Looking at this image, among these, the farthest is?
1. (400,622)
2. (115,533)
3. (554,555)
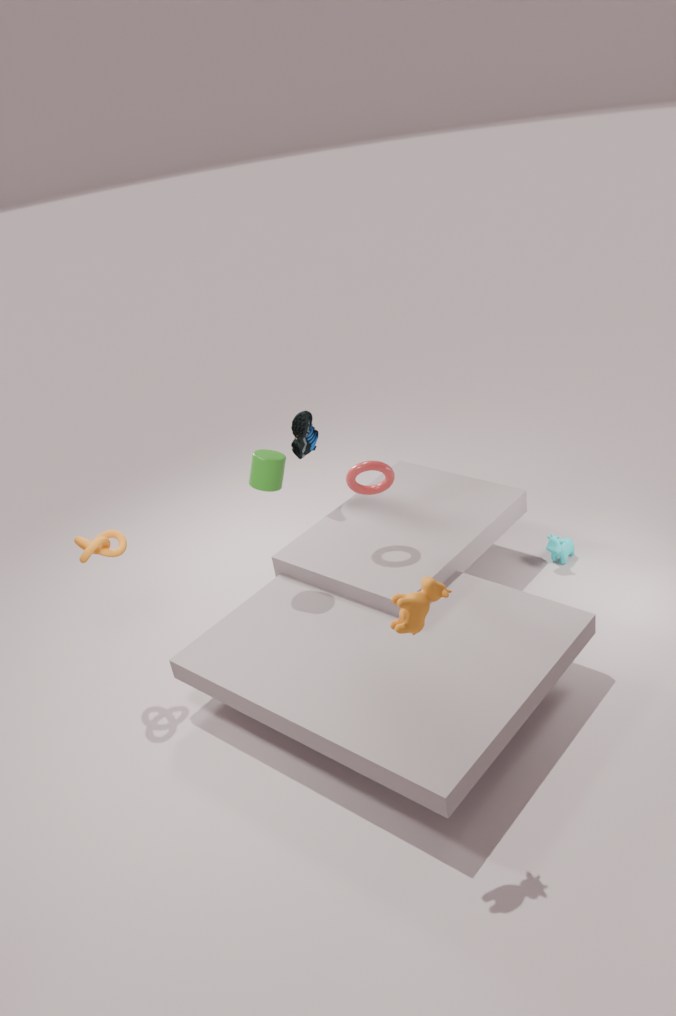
(554,555)
